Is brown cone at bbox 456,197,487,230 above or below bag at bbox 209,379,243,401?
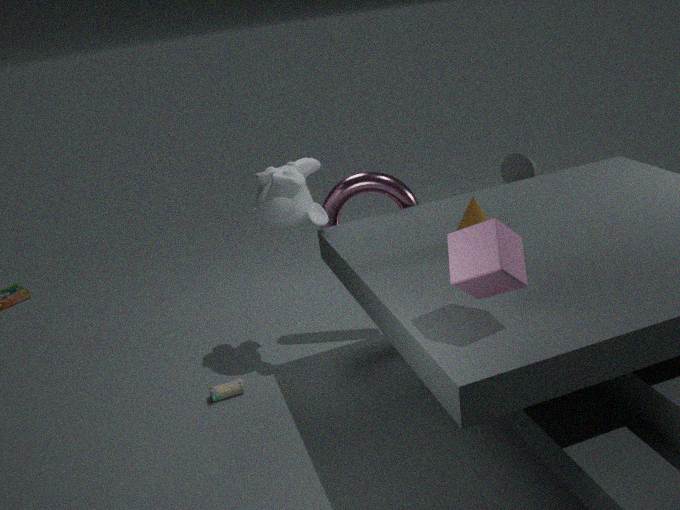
above
